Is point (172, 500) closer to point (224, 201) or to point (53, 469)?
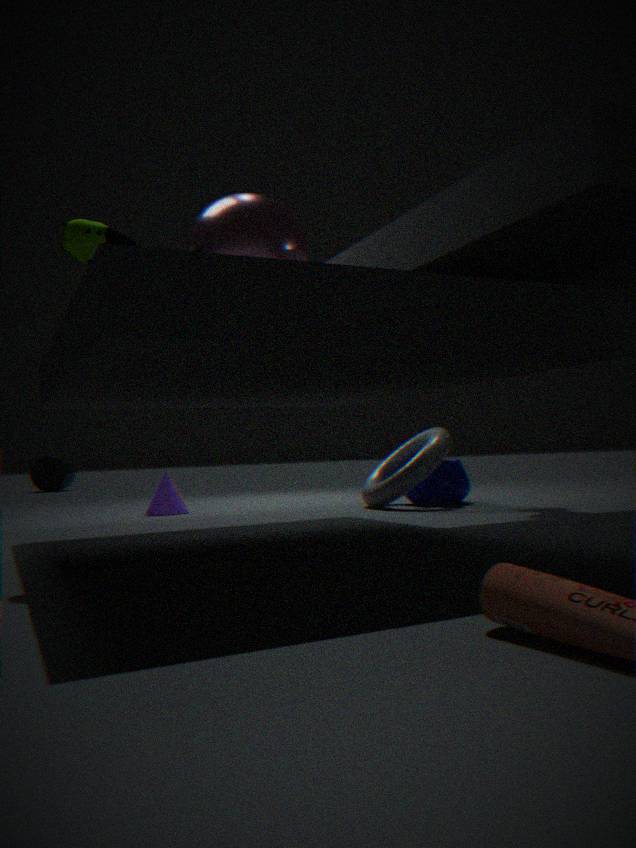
point (224, 201)
